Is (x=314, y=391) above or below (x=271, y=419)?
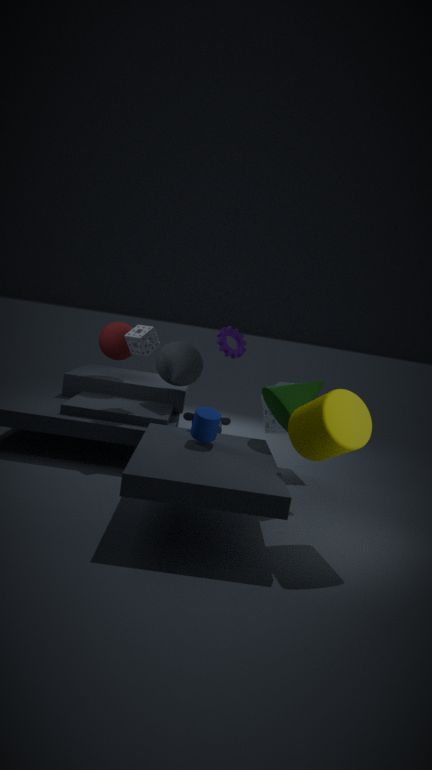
above
